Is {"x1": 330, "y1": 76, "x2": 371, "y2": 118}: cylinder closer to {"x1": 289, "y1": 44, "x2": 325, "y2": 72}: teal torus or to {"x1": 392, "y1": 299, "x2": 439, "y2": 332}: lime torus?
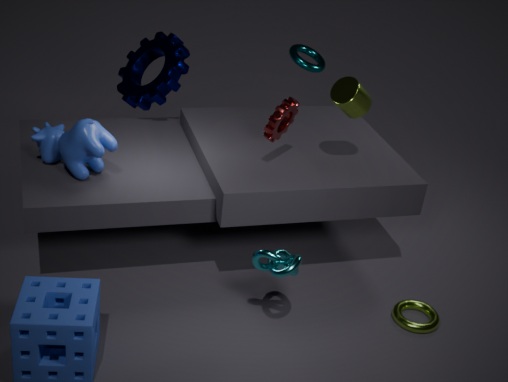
{"x1": 289, "y1": 44, "x2": 325, "y2": 72}: teal torus
